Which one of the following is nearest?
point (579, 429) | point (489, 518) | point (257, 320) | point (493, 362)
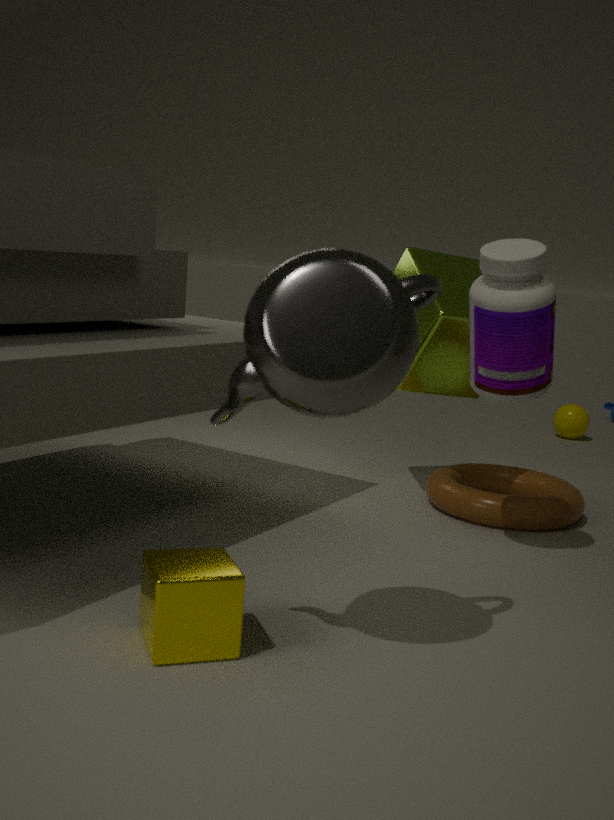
point (257, 320)
